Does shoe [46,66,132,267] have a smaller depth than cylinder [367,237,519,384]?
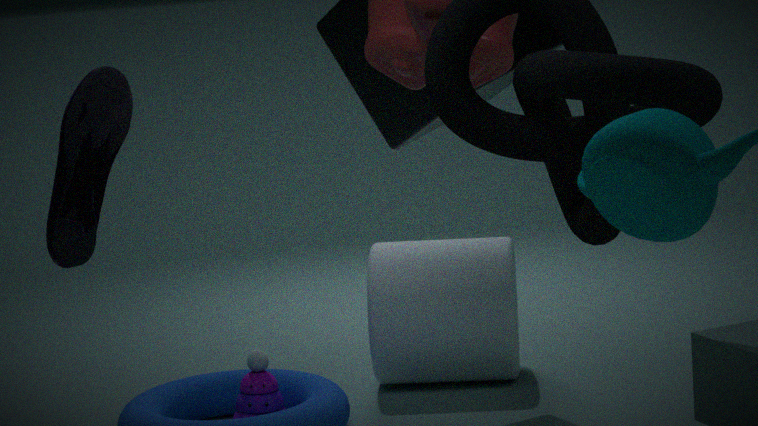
Yes
